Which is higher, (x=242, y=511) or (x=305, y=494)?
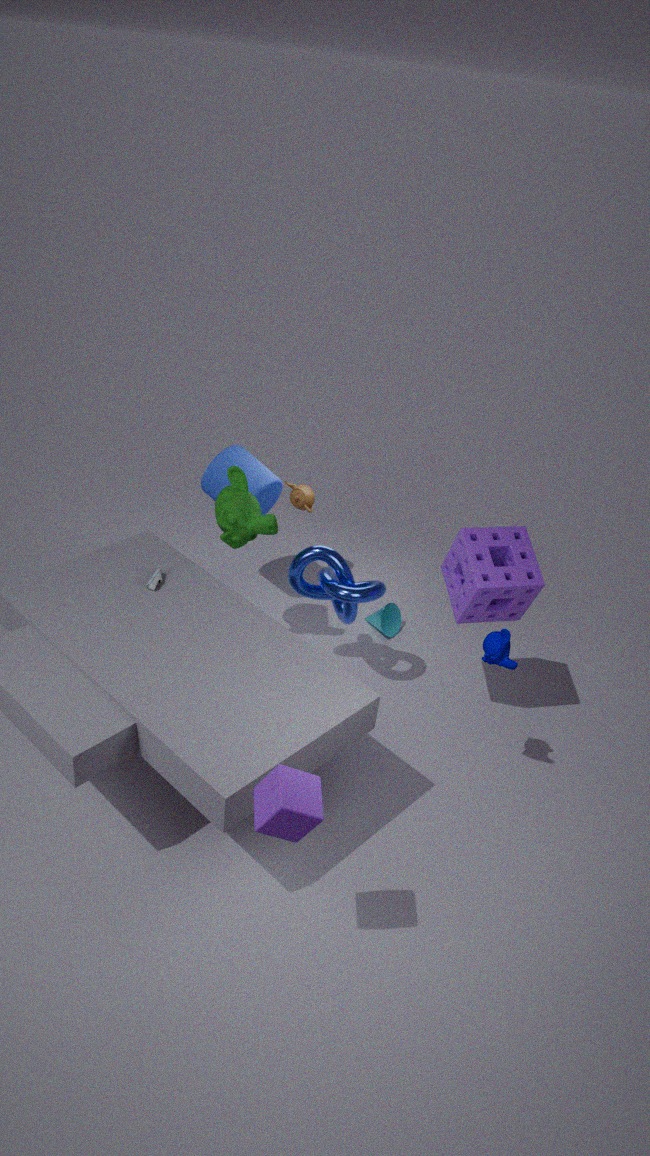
(x=242, y=511)
